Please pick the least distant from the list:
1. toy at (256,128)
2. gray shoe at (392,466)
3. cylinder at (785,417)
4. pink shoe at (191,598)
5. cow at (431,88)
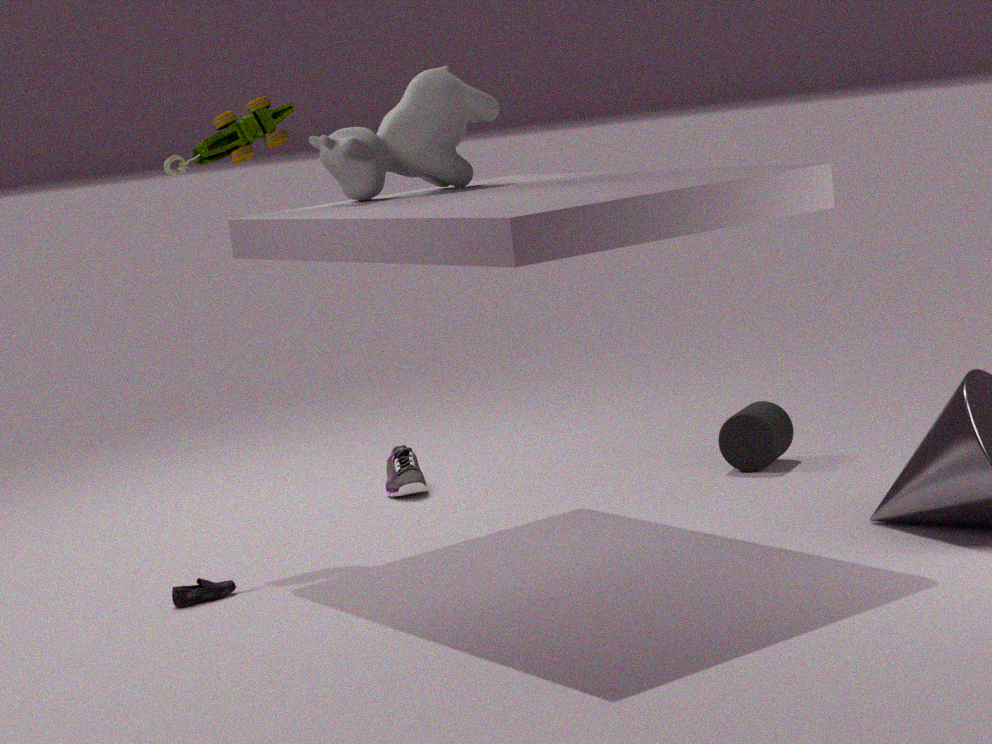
pink shoe at (191,598)
